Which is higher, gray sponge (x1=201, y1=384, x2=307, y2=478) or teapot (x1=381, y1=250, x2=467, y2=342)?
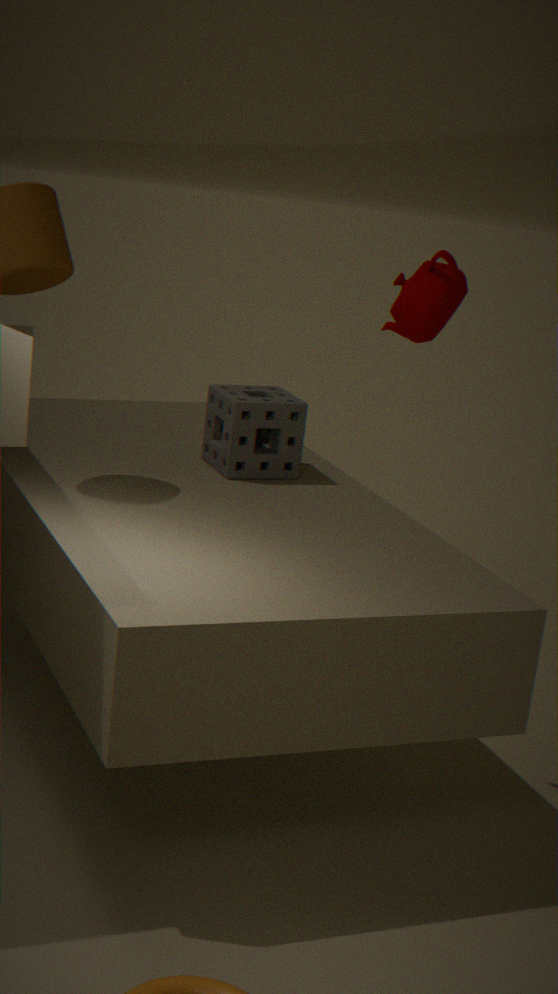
teapot (x1=381, y1=250, x2=467, y2=342)
